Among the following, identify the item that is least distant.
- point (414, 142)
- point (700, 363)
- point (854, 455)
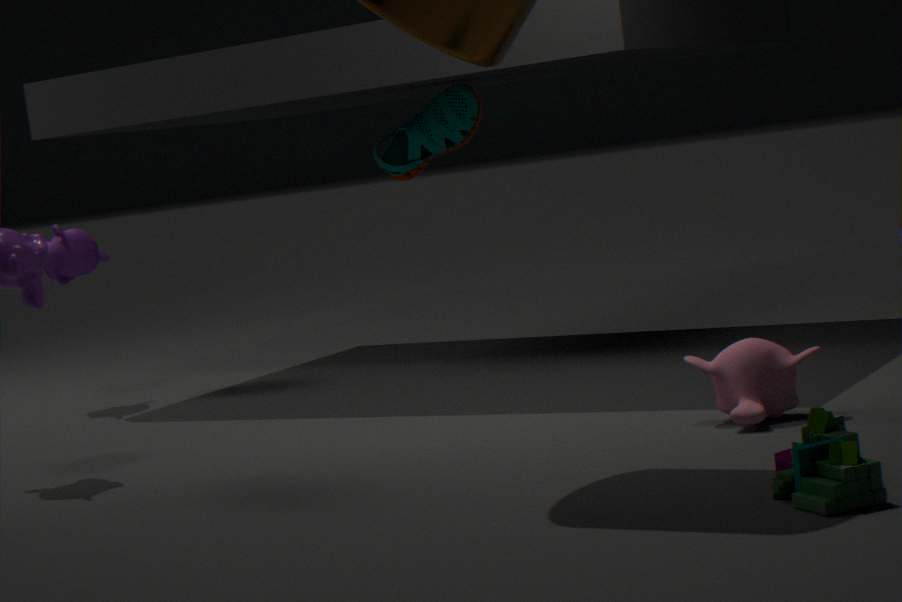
point (854, 455)
